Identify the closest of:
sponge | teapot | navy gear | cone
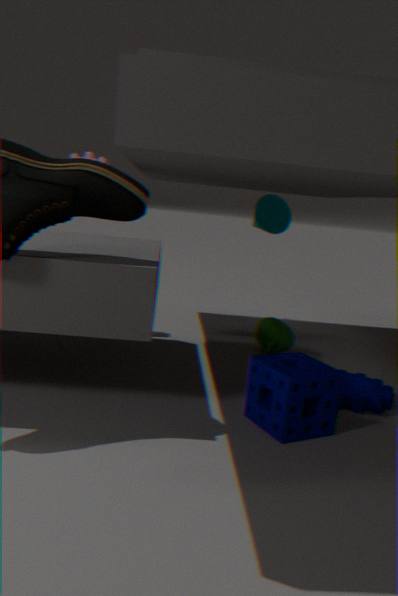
sponge
